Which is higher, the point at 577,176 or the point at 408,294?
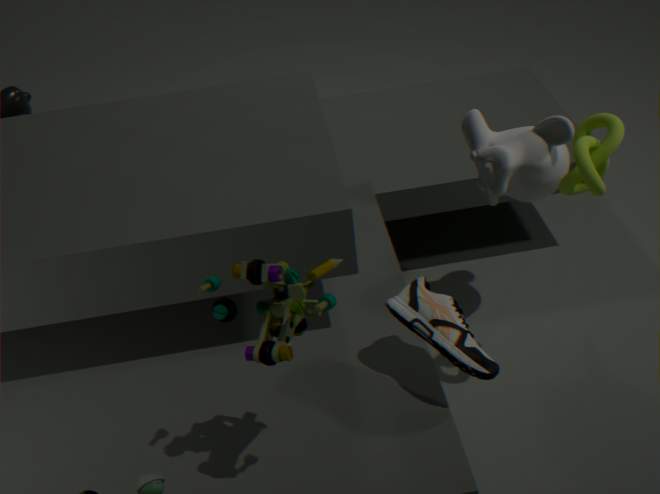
the point at 577,176
